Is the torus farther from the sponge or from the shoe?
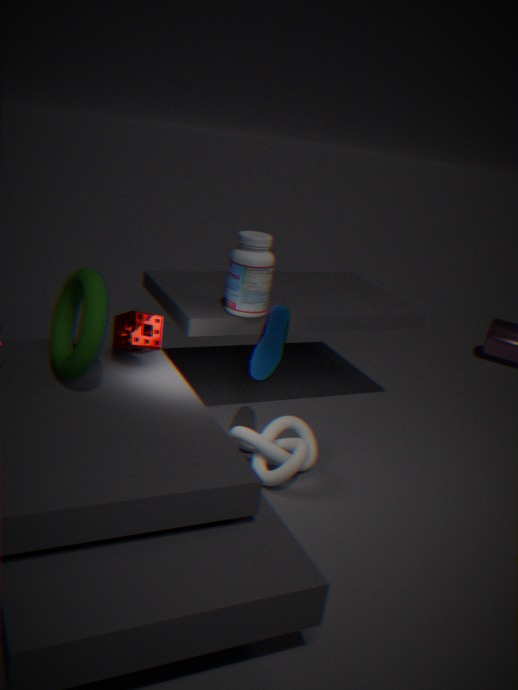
the shoe
